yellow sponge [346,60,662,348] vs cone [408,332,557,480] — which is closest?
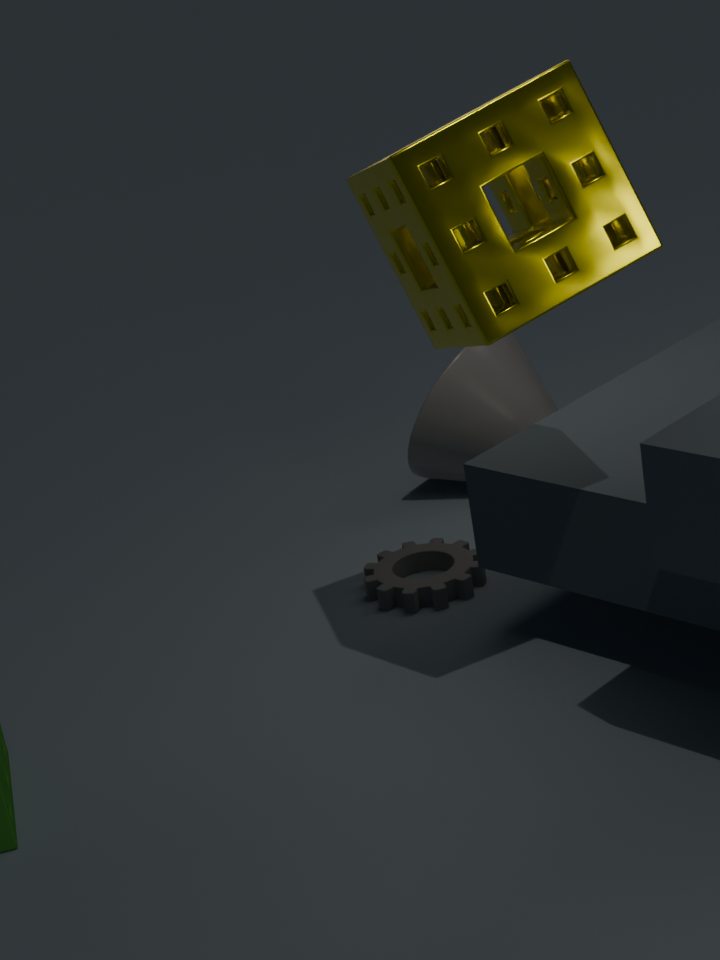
yellow sponge [346,60,662,348]
